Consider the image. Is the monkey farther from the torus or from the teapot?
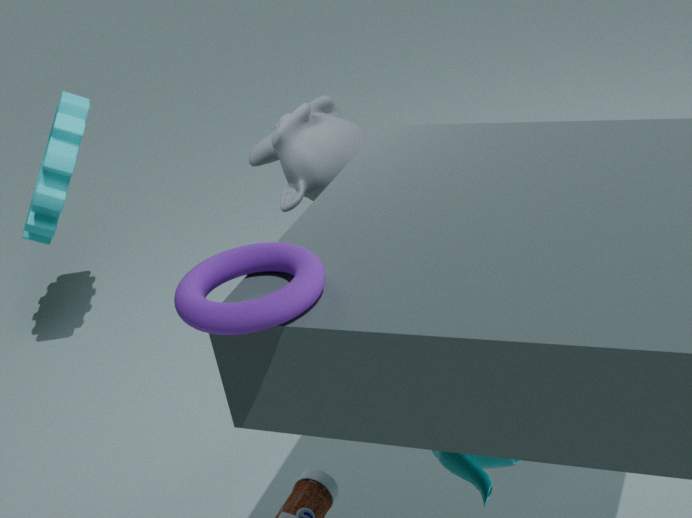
the torus
